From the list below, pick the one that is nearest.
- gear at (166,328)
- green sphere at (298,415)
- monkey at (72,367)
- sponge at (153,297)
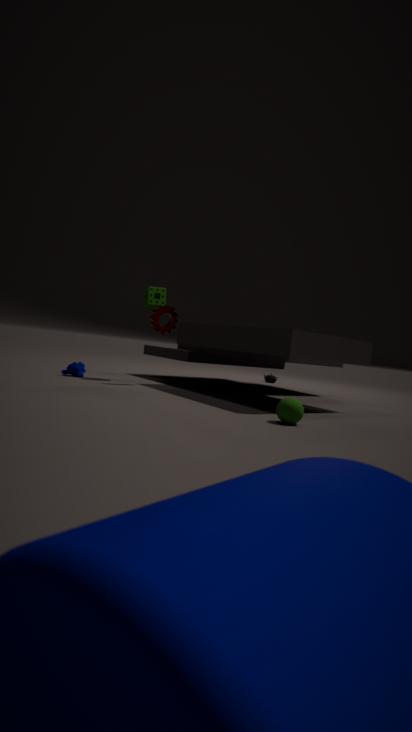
green sphere at (298,415)
